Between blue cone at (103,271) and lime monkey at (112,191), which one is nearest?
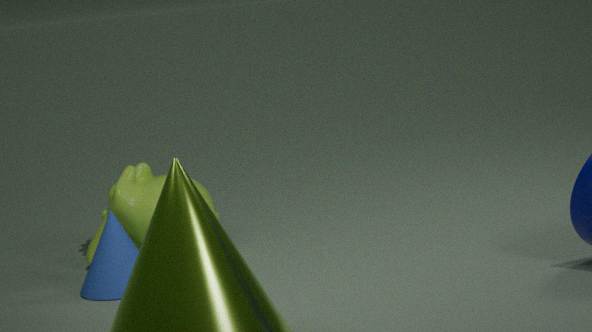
blue cone at (103,271)
